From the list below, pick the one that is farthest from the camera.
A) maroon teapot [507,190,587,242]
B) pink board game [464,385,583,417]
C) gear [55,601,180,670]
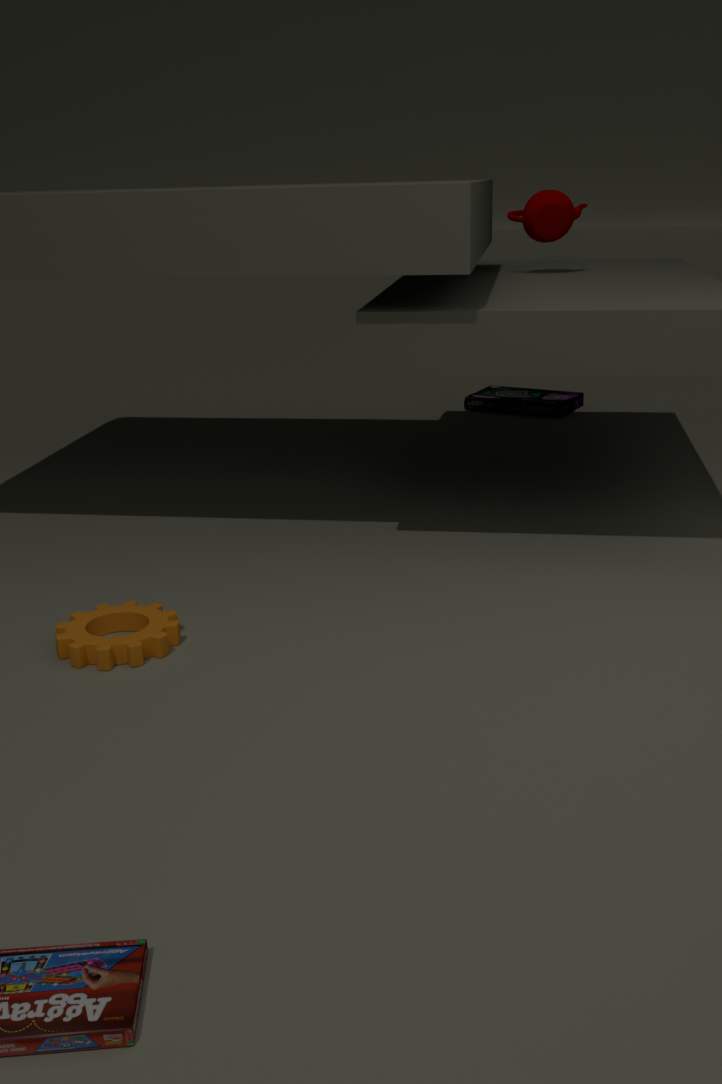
pink board game [464,385,583,417]
